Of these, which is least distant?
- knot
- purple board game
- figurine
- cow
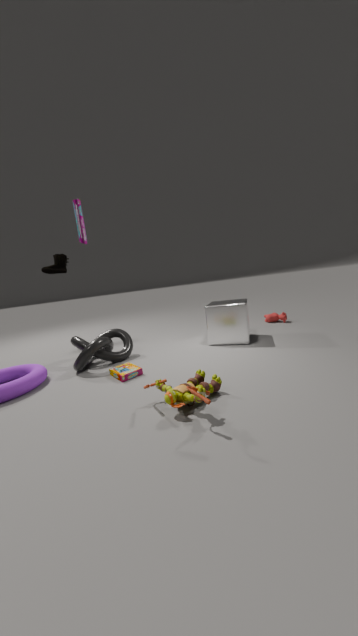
figurine
